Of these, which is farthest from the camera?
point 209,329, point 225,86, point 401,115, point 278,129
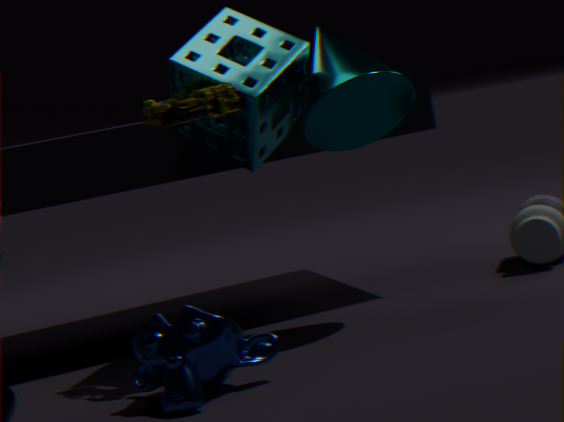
point 401,115
